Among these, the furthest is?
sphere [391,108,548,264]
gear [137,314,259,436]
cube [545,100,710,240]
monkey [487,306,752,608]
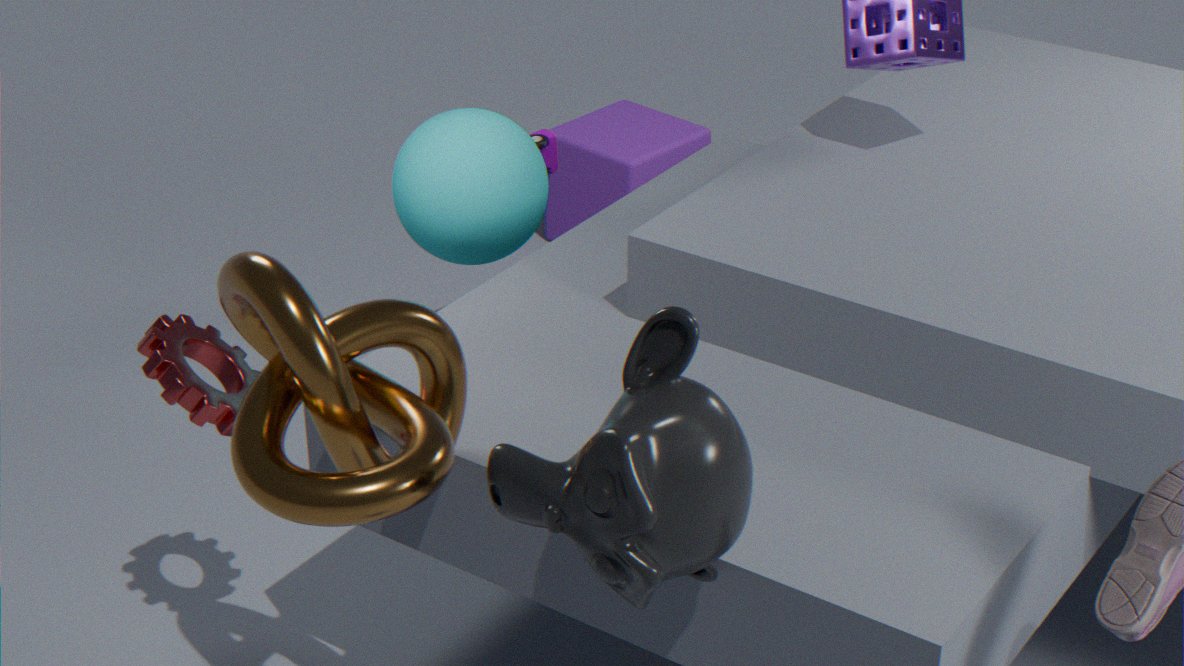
cube [545,100,710,240]
